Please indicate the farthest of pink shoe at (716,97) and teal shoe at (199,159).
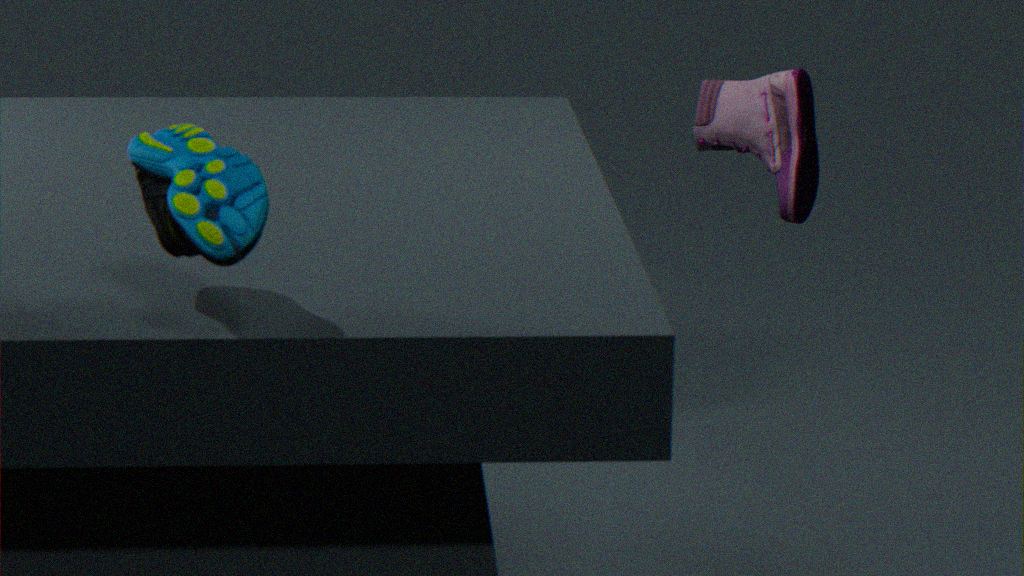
pink shoe at (716,97)
